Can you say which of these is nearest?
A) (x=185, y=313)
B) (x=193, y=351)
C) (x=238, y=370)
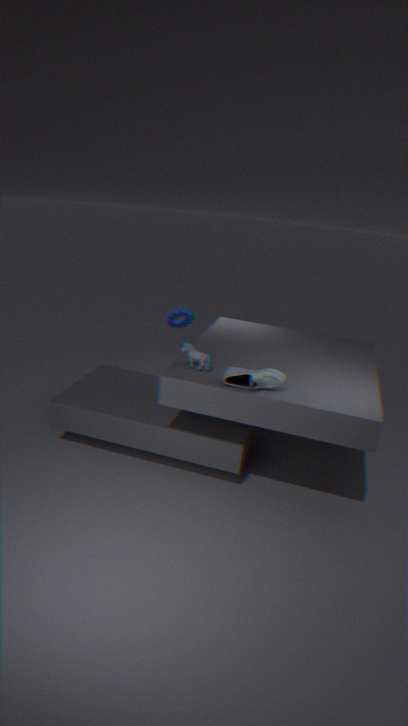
C. (x=238, y=370)
